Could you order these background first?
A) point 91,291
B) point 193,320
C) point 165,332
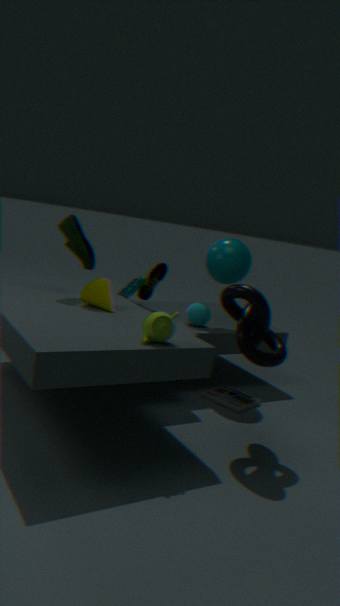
point 193,320, point 91,291, point 165,332
